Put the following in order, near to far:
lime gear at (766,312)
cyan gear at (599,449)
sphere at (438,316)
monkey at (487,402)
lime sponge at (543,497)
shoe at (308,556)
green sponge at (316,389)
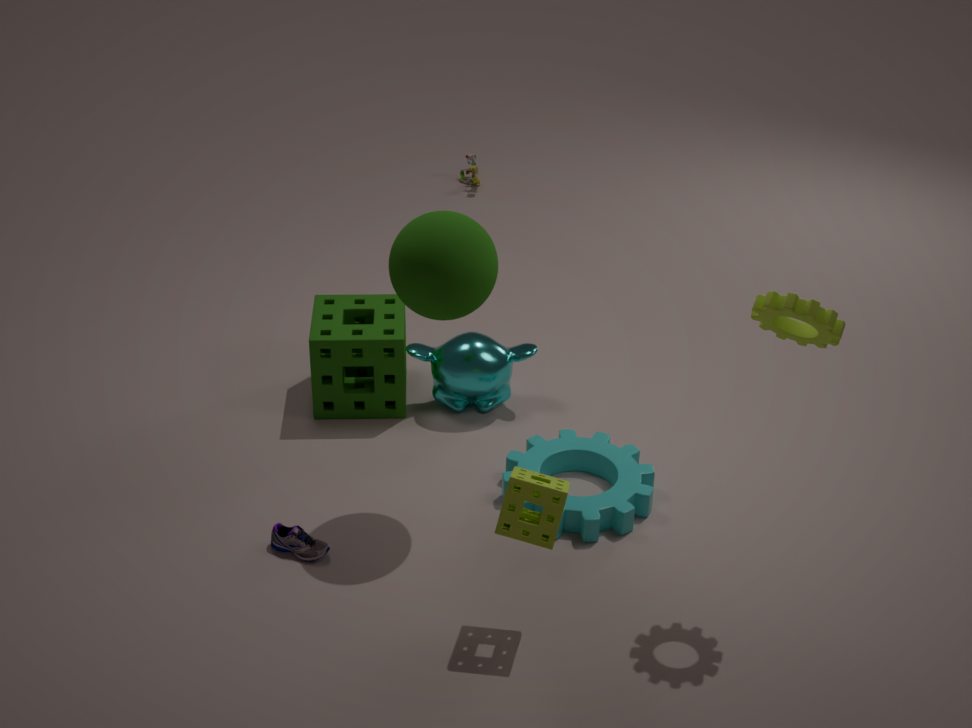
lime gear at (766,312) → lime sponge at (543,497) → sphere at (438,316) → shoe at (308,556) → cyan gear at (599,449) → green sponge at (316,389) → monkey at (487,402)
